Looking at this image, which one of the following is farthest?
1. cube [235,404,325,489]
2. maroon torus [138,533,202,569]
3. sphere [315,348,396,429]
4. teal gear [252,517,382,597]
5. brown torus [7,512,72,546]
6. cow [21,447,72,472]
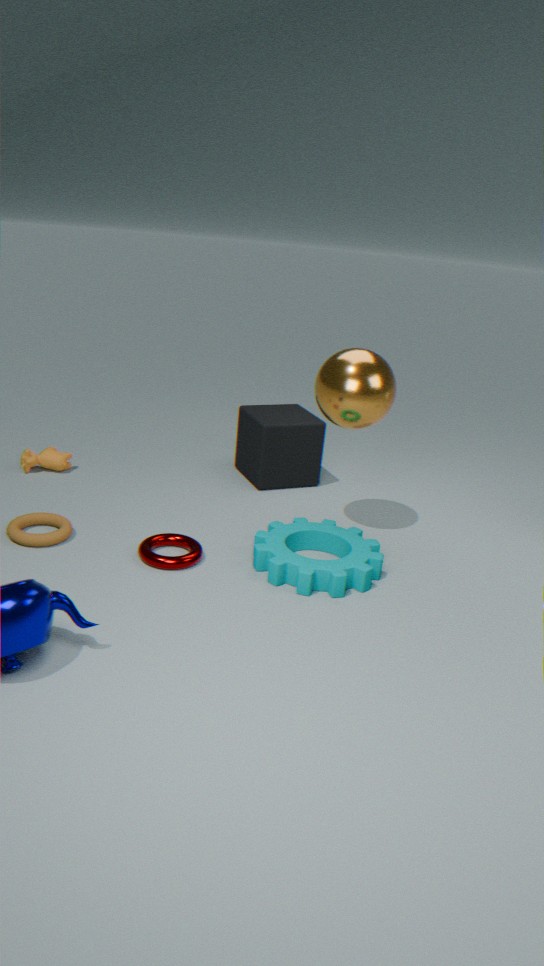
cube [235,404,325,489]
